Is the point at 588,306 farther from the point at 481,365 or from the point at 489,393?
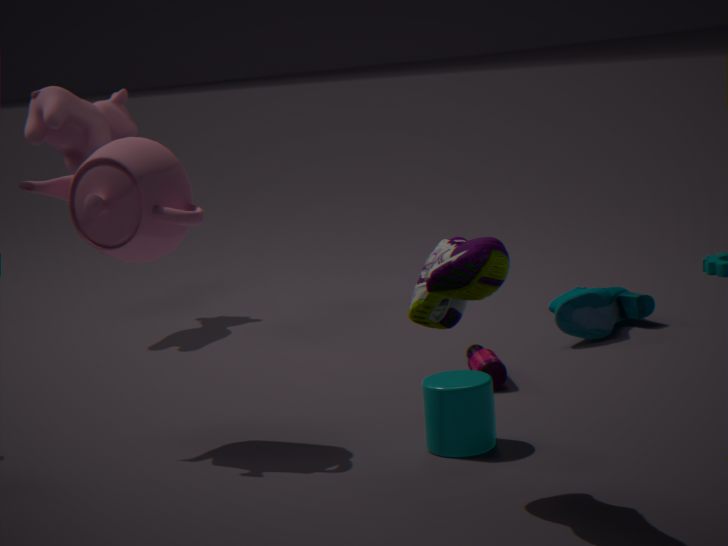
the point at 489,393
